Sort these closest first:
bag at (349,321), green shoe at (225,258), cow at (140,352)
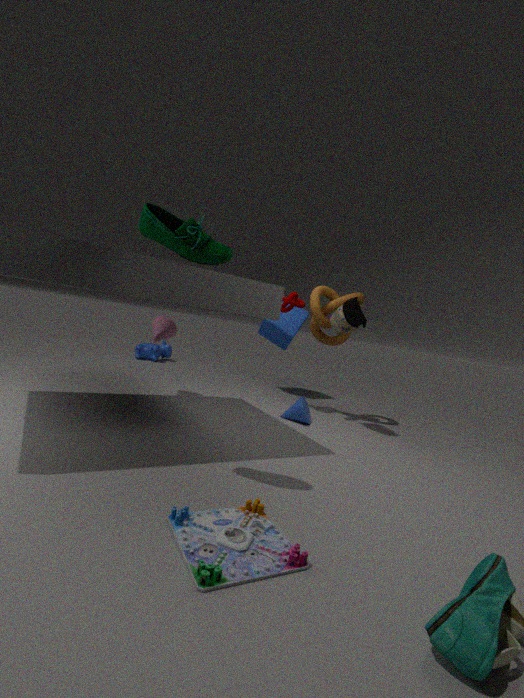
green shoe at (225,258) → bag at (349,321) → cow at (140,352)
